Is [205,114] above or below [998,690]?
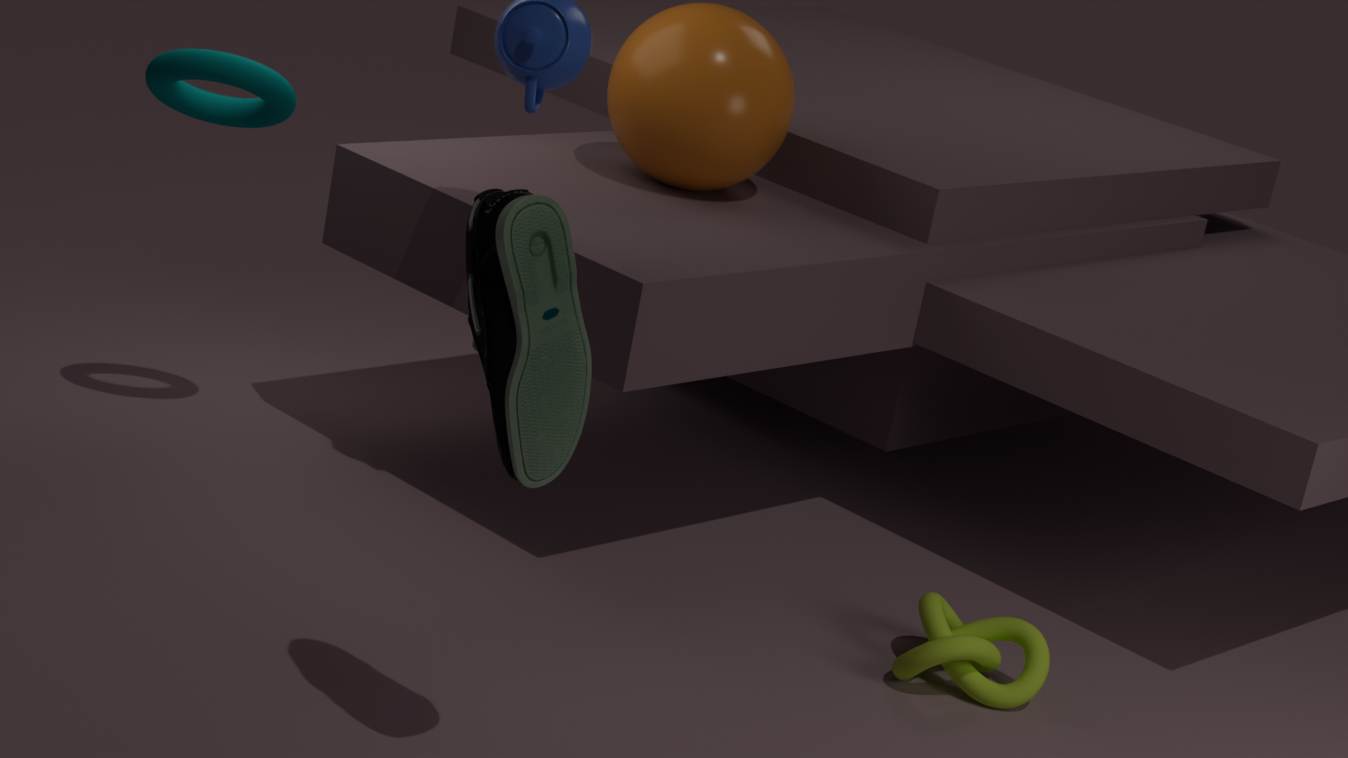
above
